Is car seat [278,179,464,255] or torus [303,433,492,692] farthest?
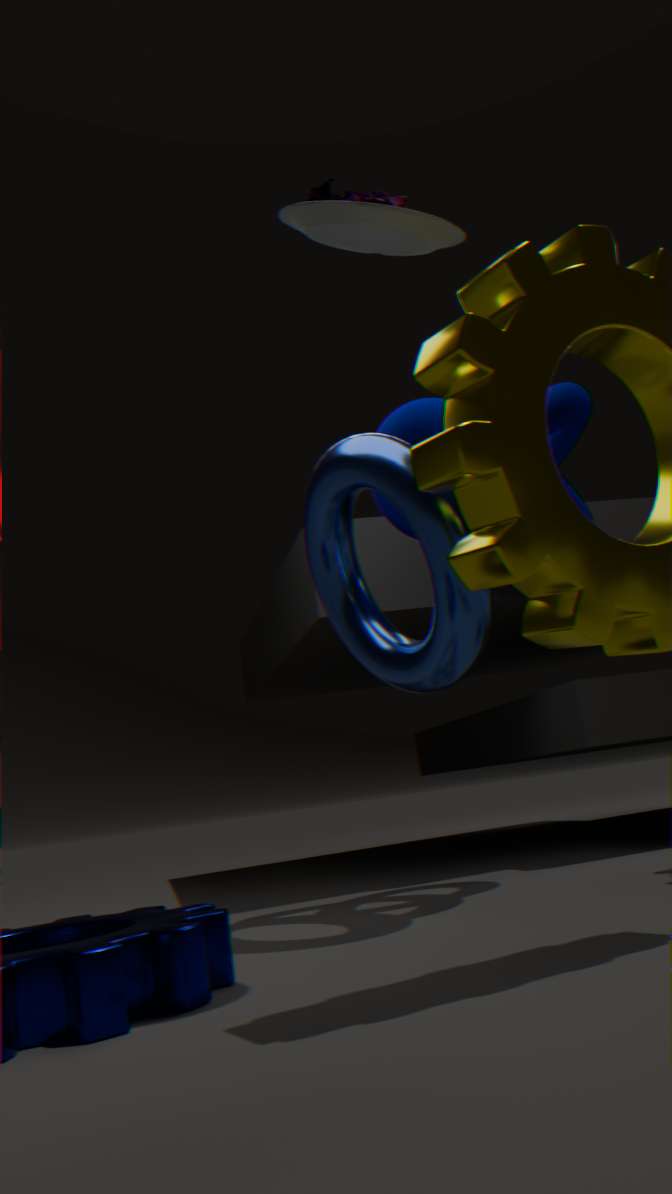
torus [303,433,492,692]
